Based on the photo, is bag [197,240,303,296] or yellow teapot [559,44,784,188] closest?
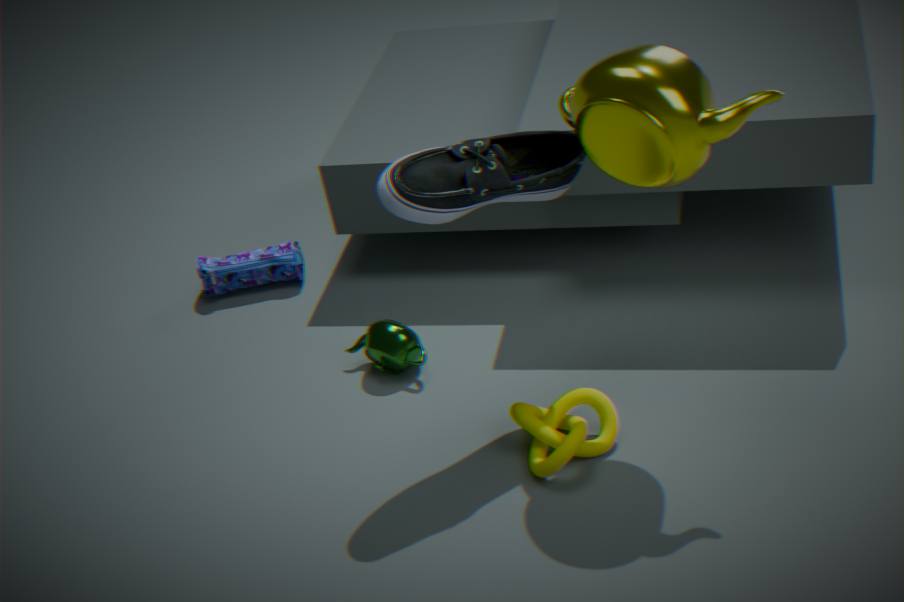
yellow teapot [559,44,784,188]
